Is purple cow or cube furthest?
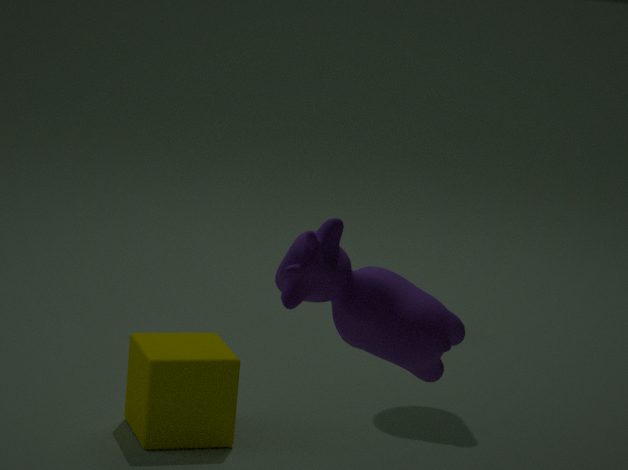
cube
